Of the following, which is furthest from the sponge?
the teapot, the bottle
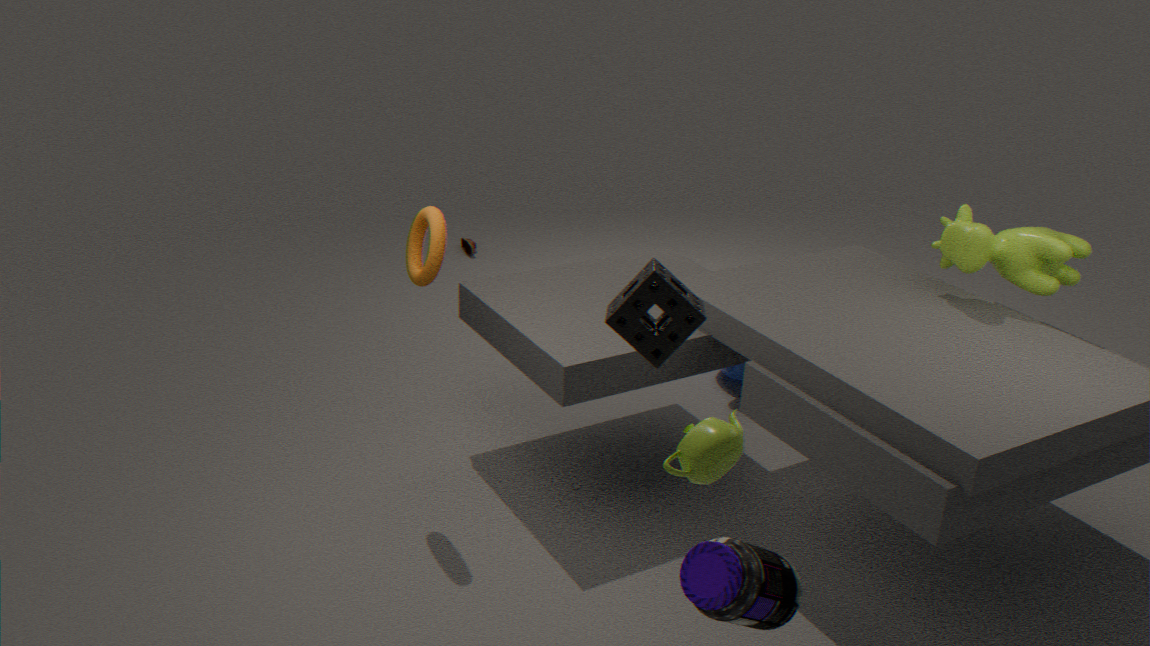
the bottle
